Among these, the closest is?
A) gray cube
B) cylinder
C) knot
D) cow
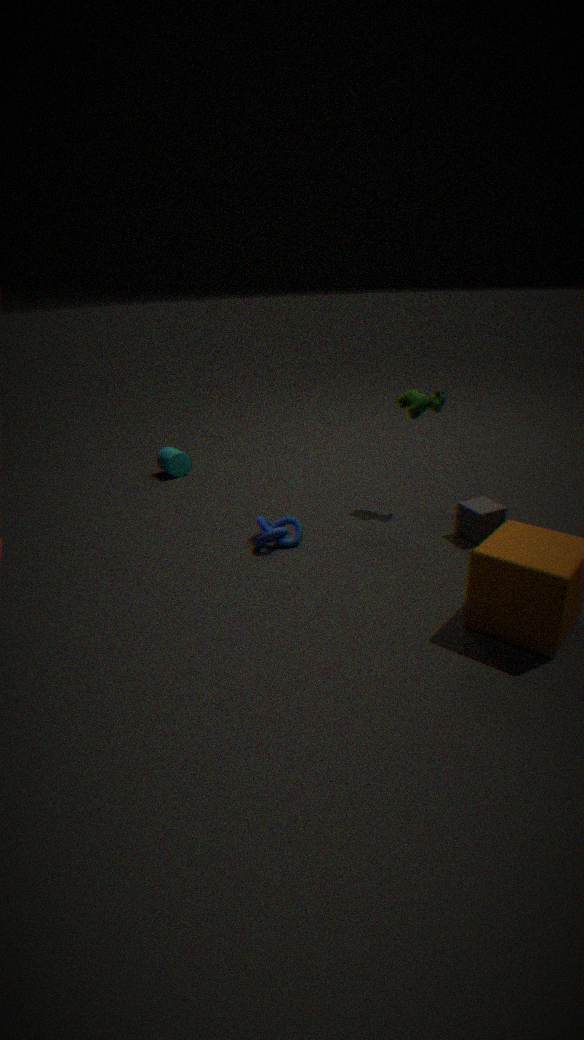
gray cube
